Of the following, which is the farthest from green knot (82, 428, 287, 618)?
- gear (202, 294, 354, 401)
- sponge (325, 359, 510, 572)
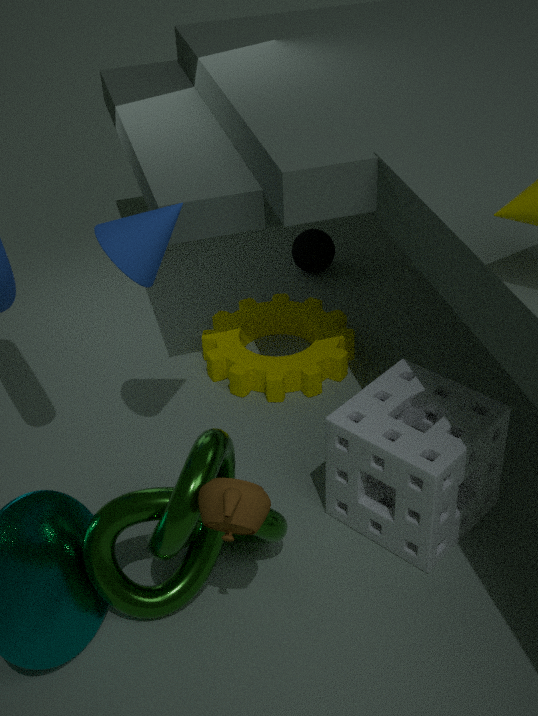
gear (202, 294, 354, 401)
